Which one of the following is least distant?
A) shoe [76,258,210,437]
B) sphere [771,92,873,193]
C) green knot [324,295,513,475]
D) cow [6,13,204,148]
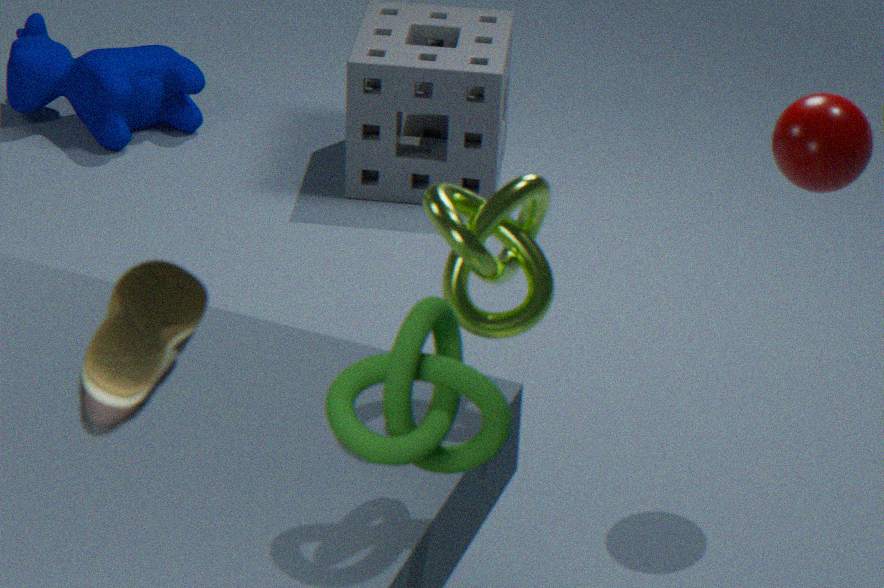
shoe [76,258,210,437]
